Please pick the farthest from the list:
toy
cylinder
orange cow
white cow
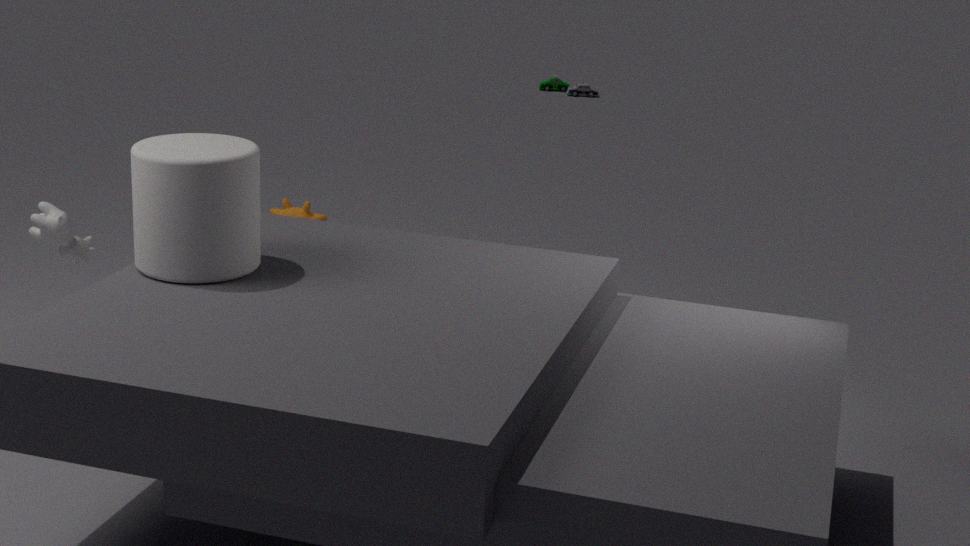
toy
